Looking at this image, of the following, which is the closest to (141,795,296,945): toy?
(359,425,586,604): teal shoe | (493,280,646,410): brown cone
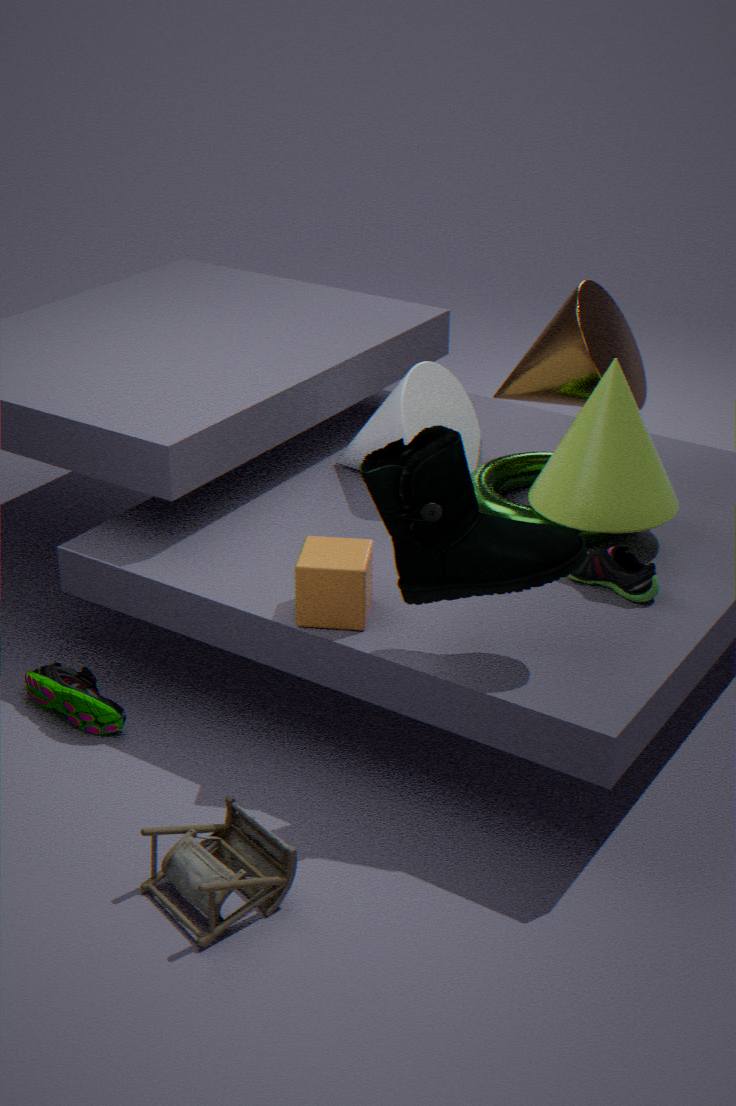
(359,425,586,604): teal shoe
